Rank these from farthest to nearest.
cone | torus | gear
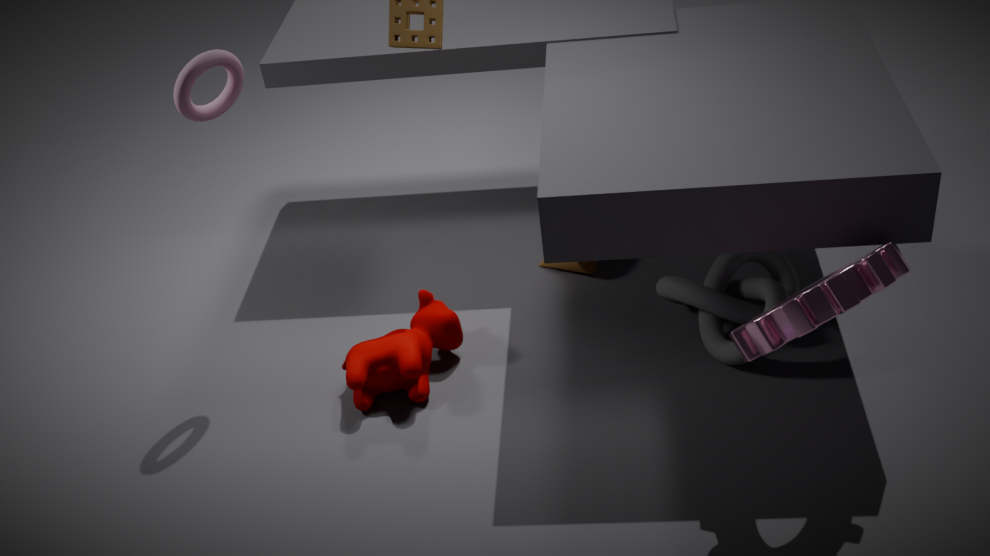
cone < torus < gear
